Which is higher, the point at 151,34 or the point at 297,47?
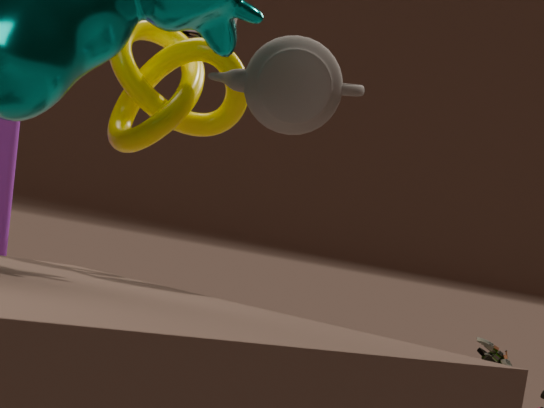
the point at 297,47
